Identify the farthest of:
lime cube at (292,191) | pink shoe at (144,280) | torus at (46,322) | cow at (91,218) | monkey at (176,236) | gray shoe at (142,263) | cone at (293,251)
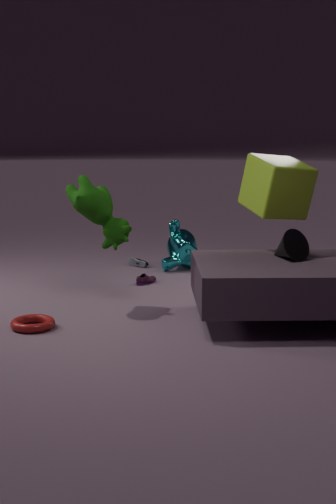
gray shoe at (142,263)
